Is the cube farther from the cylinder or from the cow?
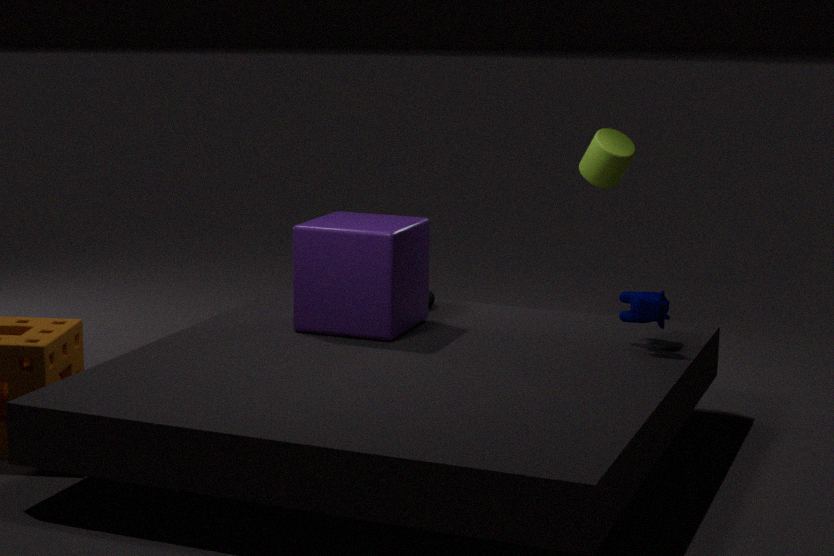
the cylinder
